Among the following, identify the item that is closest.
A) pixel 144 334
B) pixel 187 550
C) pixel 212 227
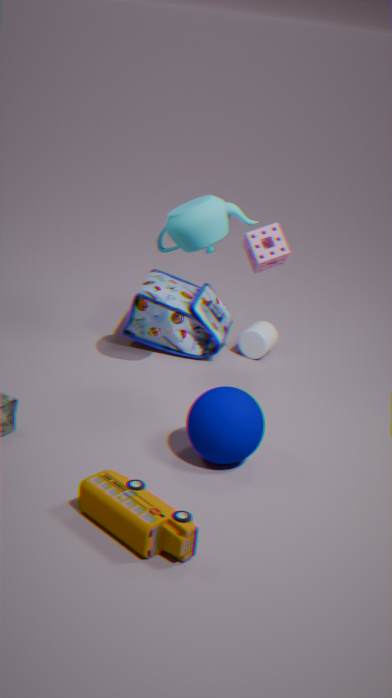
pixel 187 550
